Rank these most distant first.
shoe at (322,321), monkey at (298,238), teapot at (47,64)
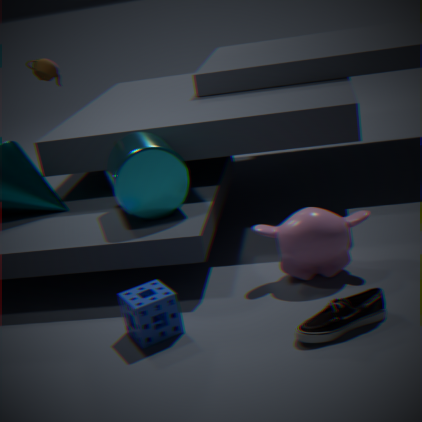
teapot at (47,64) < monkey at (298,238) < shoe at (322,321)
